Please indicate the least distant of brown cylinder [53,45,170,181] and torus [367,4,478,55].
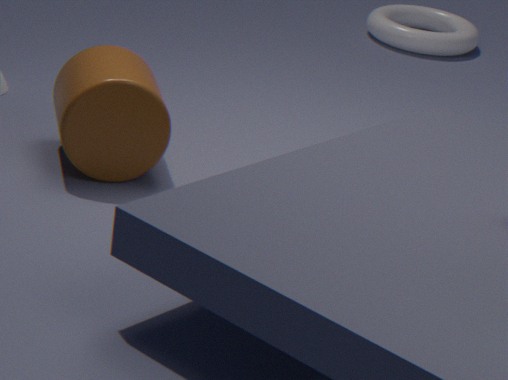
brown cylinder [53,45,170,181]
